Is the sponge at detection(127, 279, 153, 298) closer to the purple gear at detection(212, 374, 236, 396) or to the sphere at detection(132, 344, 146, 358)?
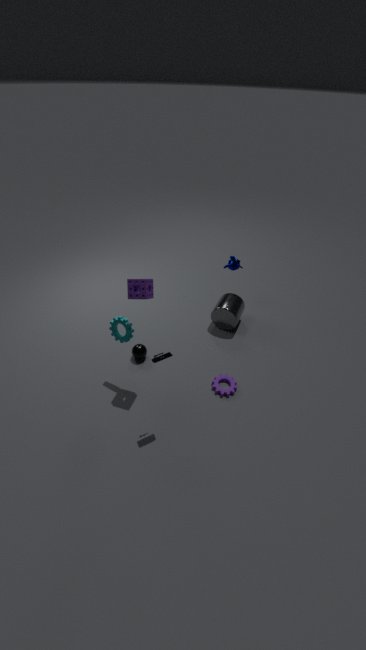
the sphere at detection(132, 344, 146, 358)
